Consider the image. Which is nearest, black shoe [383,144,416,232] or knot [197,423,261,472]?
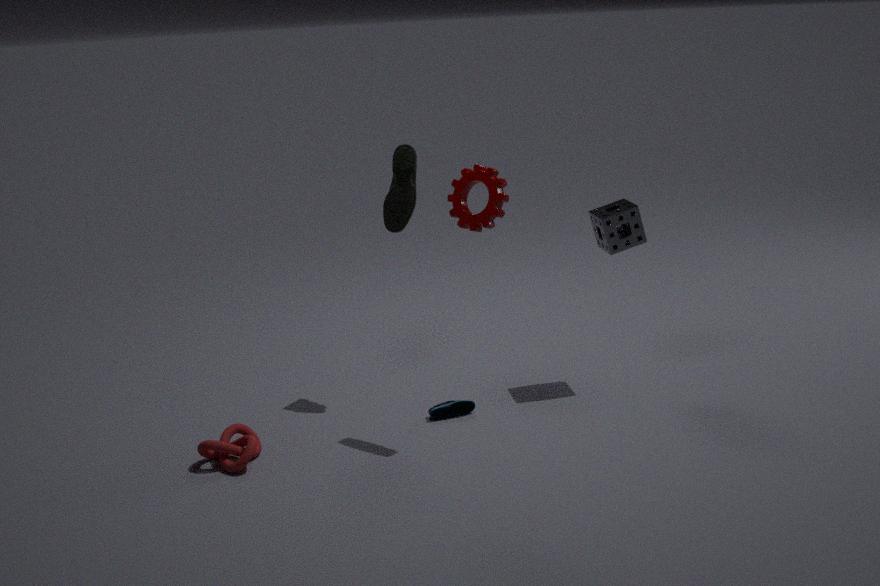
knot [197,423,261,472]
